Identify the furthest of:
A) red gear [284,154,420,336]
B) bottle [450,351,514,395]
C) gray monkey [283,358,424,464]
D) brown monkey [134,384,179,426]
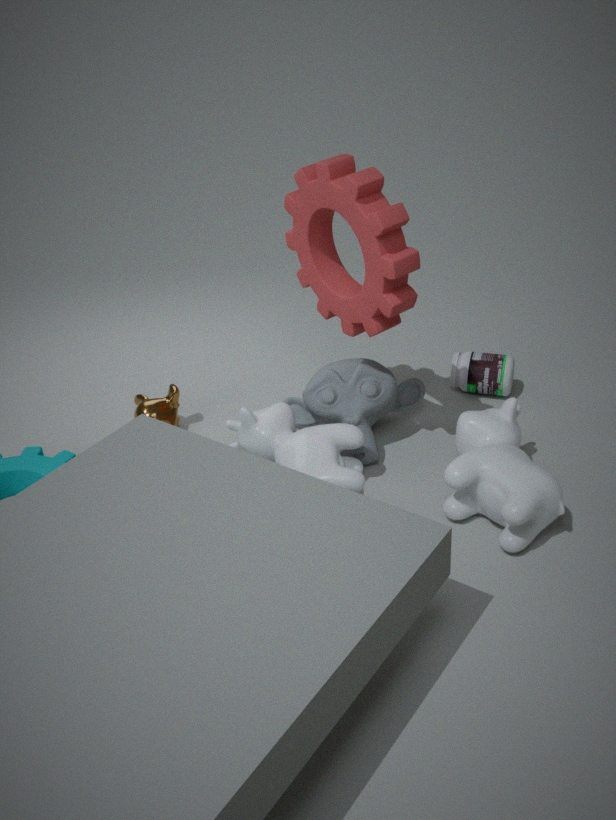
bottle [450,351,514,395]
